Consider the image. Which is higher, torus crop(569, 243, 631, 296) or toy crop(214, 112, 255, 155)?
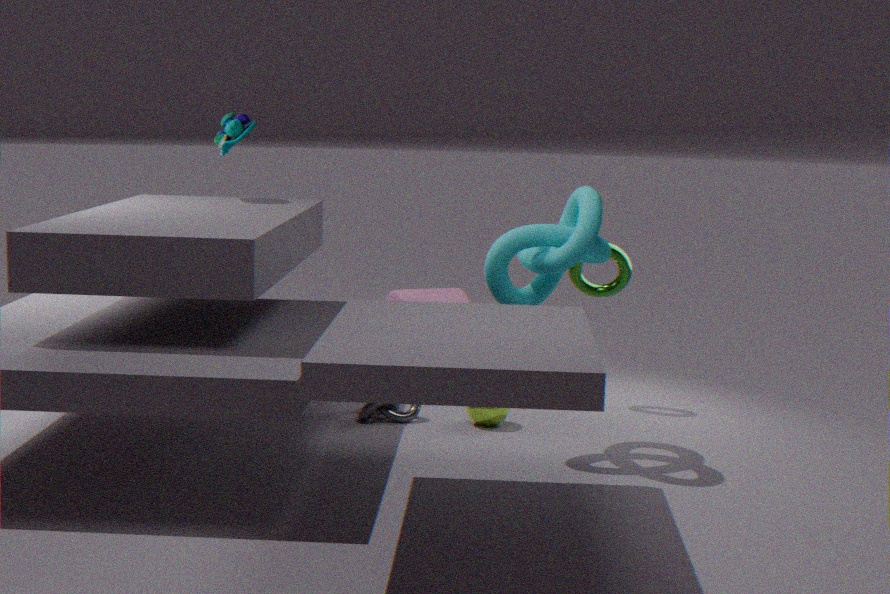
toy crop(214, 112, 255, 155)
